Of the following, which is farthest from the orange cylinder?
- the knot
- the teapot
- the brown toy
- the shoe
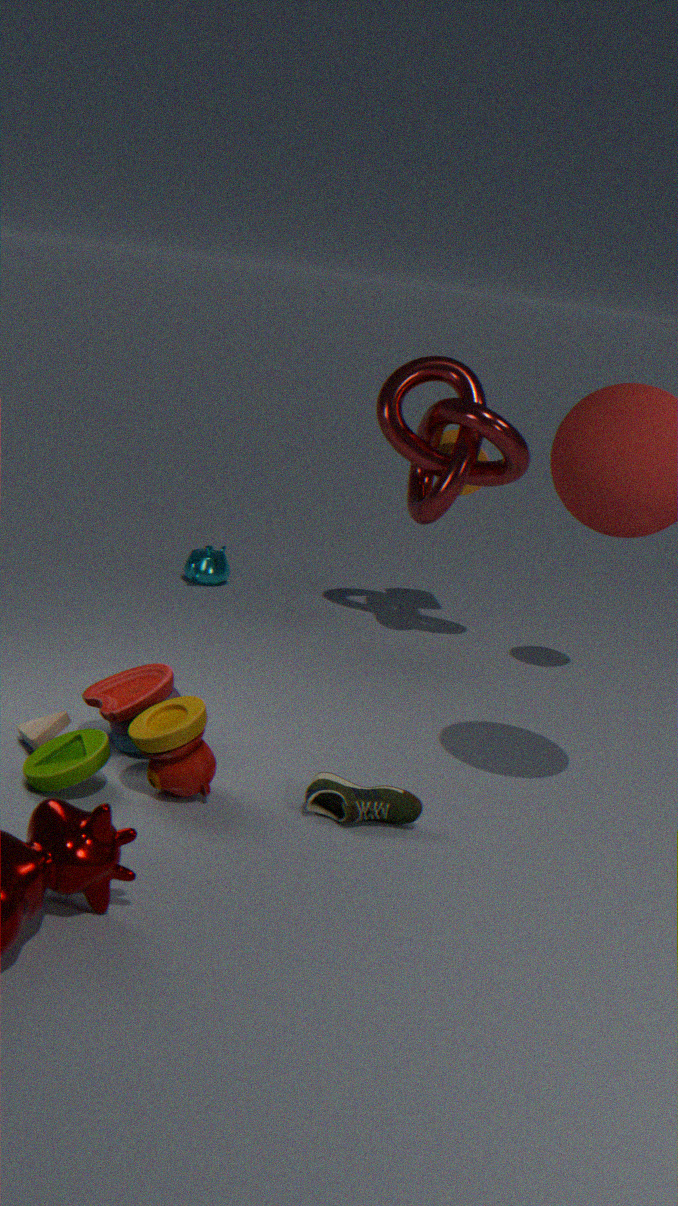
the shoe
